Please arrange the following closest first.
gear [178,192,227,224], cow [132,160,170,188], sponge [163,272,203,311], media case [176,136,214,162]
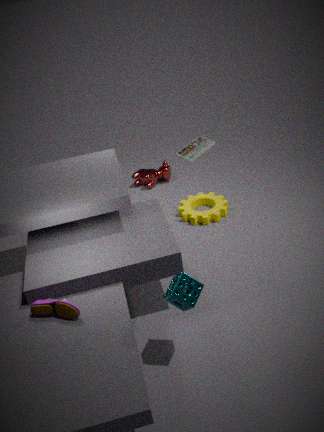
sponge [163,272,203,311], media case [176,136,214,162], gear [178,192,227,224], cow [132,160,170,188]
